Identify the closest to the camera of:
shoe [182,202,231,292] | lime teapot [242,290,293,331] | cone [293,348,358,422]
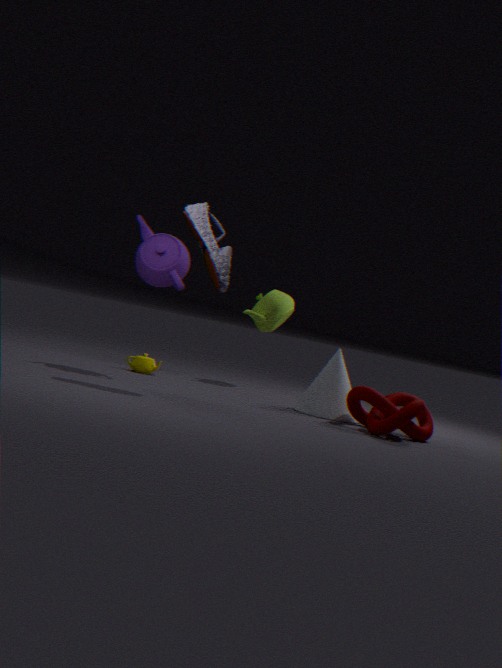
shoe [182,202,231,292]
